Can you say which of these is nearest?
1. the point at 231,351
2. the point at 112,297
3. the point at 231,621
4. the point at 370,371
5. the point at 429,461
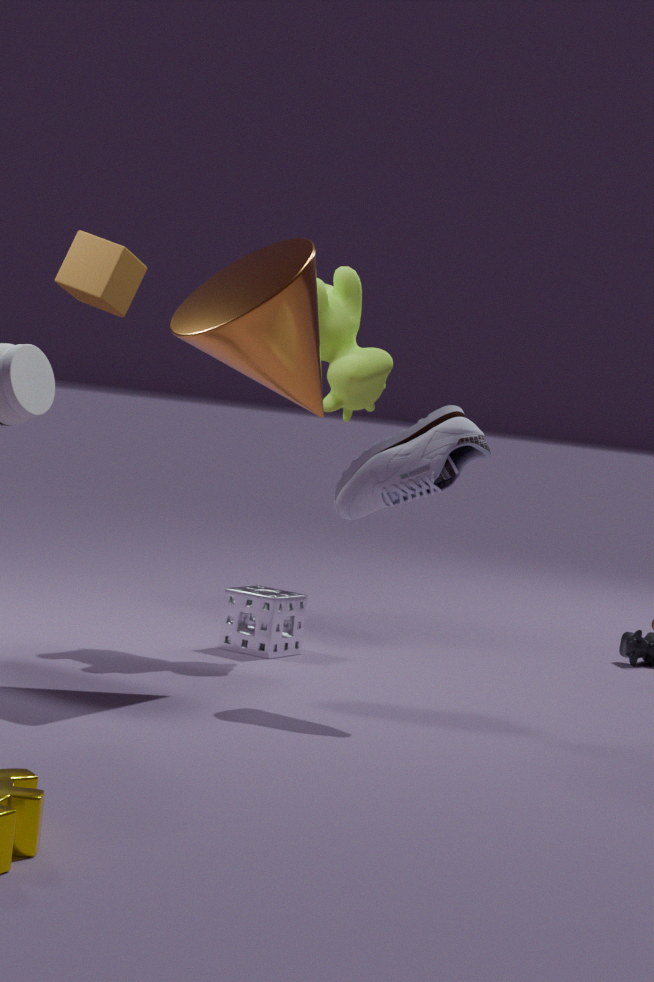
the point at 429,461
